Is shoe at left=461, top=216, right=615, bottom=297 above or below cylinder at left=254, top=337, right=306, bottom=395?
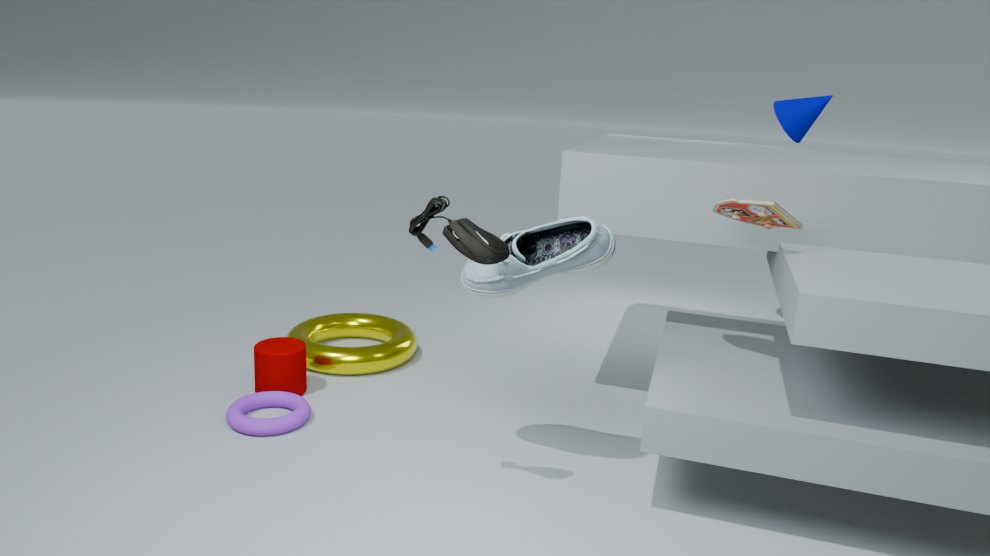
above
